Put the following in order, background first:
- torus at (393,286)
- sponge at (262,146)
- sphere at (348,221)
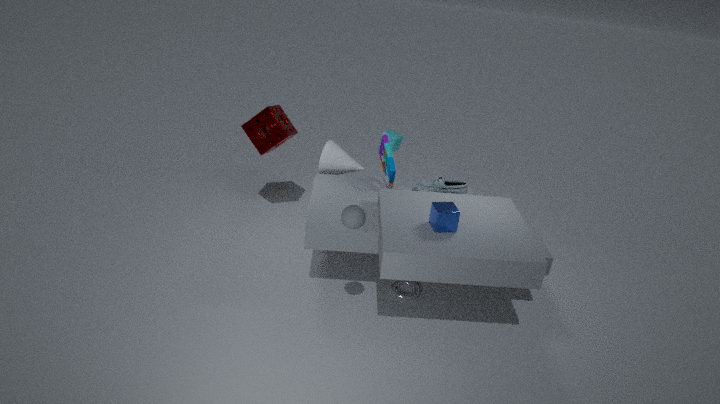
sponge at (262,146), torus at (393,286), sphere at (348,221)
